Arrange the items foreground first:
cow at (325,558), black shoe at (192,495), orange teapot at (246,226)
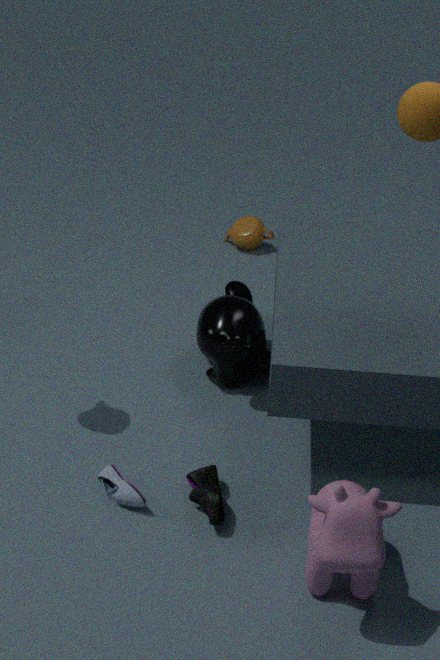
1. cow at (325,558)
2. black shoe at (192,495)
3. orange teapot at (246,226)
